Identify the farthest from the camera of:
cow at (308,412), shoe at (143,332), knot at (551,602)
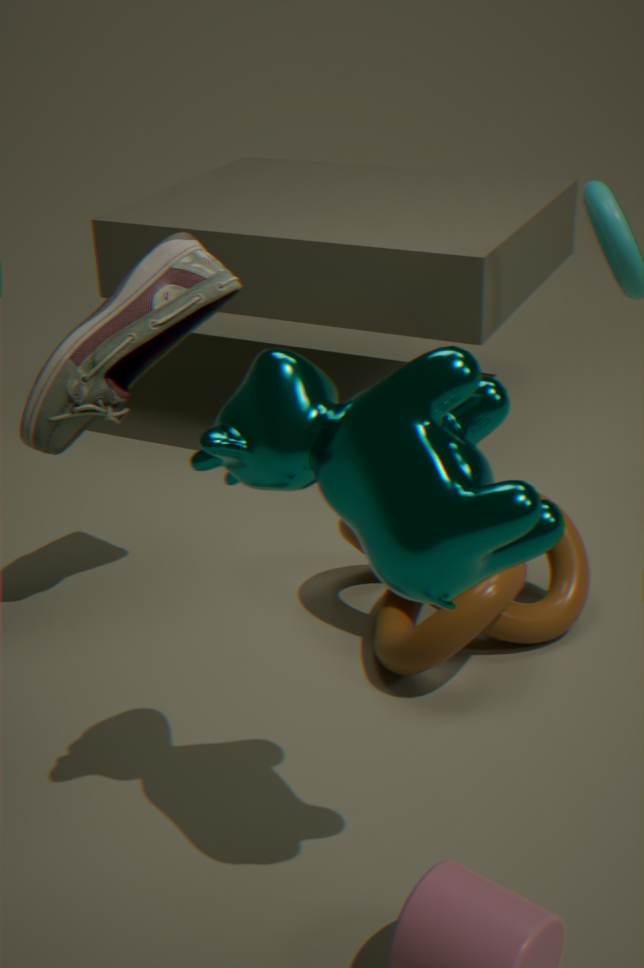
shoe at (143,332)
